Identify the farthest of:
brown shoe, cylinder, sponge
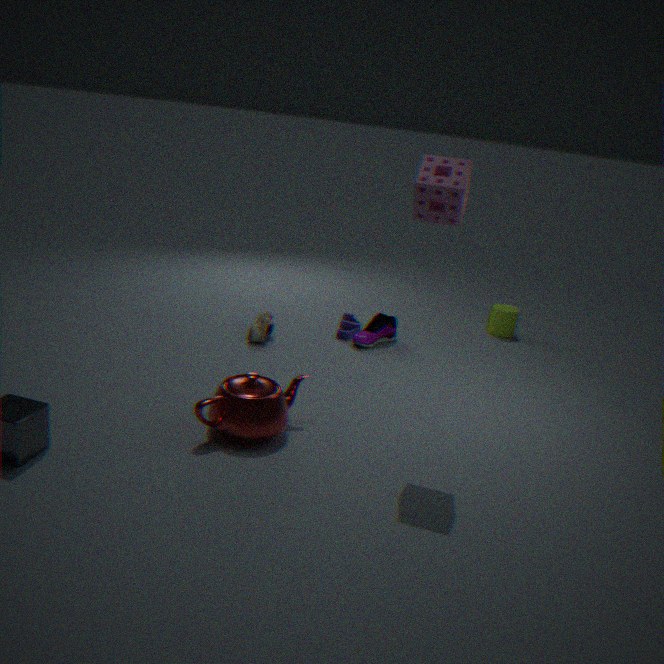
cylinder
